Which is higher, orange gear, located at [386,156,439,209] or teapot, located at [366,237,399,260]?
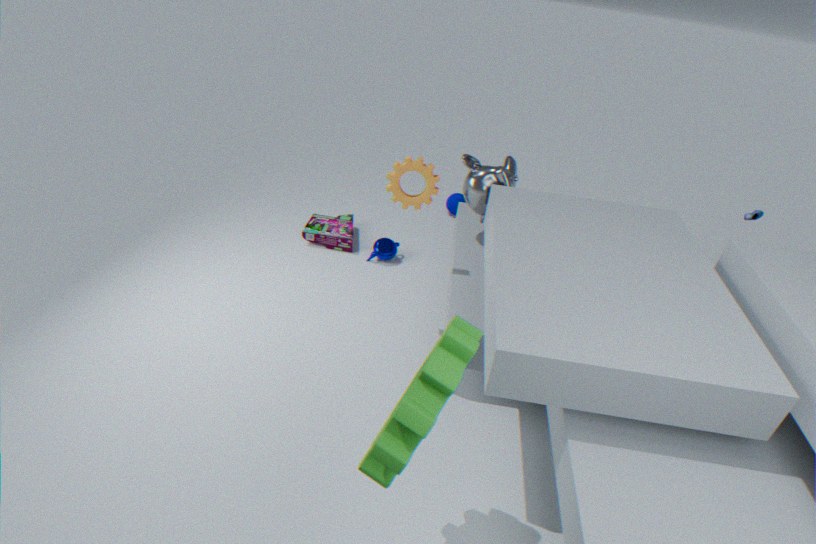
orange gear, located at [386,156,439,209]
